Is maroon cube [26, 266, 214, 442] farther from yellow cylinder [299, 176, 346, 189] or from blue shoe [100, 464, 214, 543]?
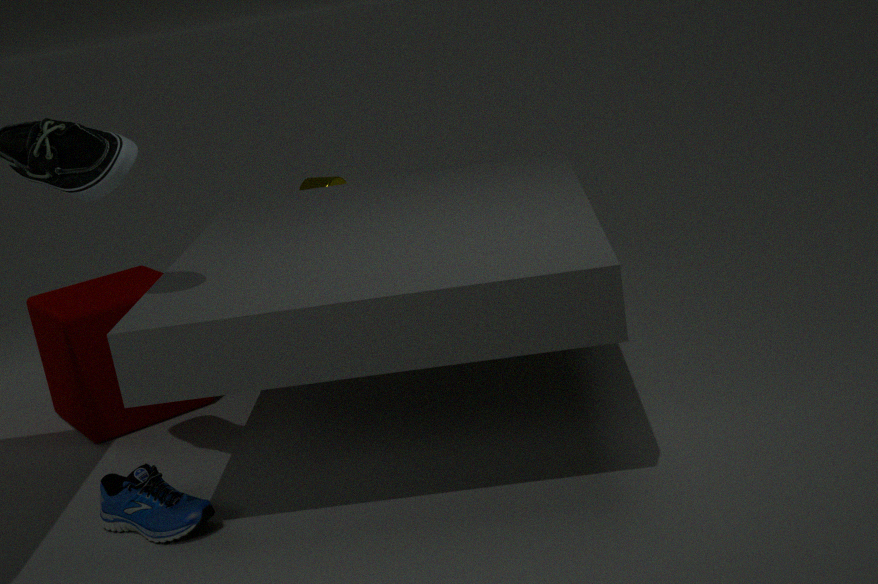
yellow cylinder [299, 176, 346, 189]
